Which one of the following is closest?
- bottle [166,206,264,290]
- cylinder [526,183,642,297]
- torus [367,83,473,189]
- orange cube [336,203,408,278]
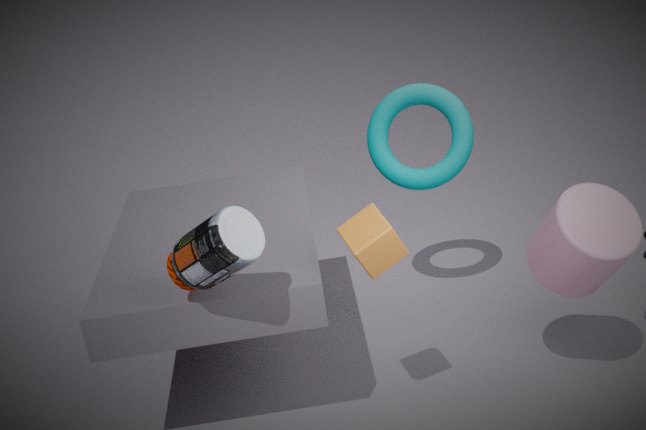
bottle [166,206,264,290]
